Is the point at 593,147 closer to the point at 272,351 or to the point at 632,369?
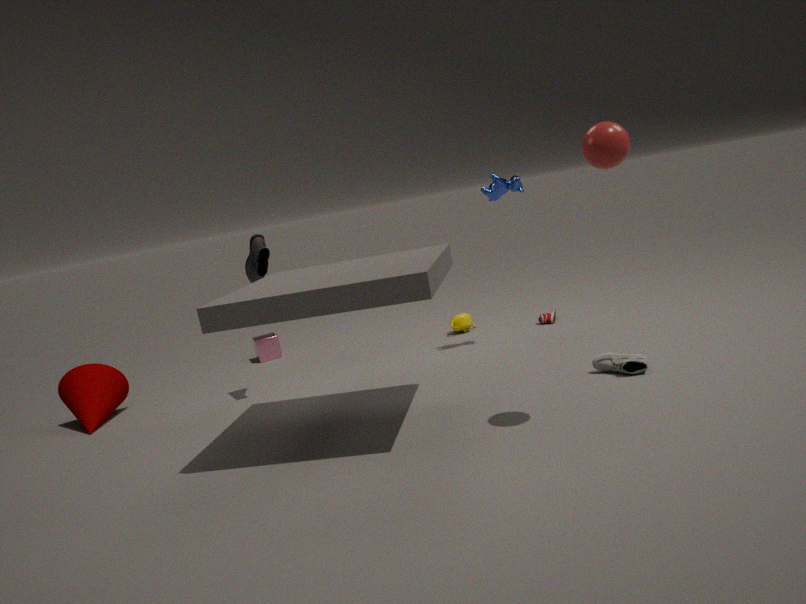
the point at 632,369
